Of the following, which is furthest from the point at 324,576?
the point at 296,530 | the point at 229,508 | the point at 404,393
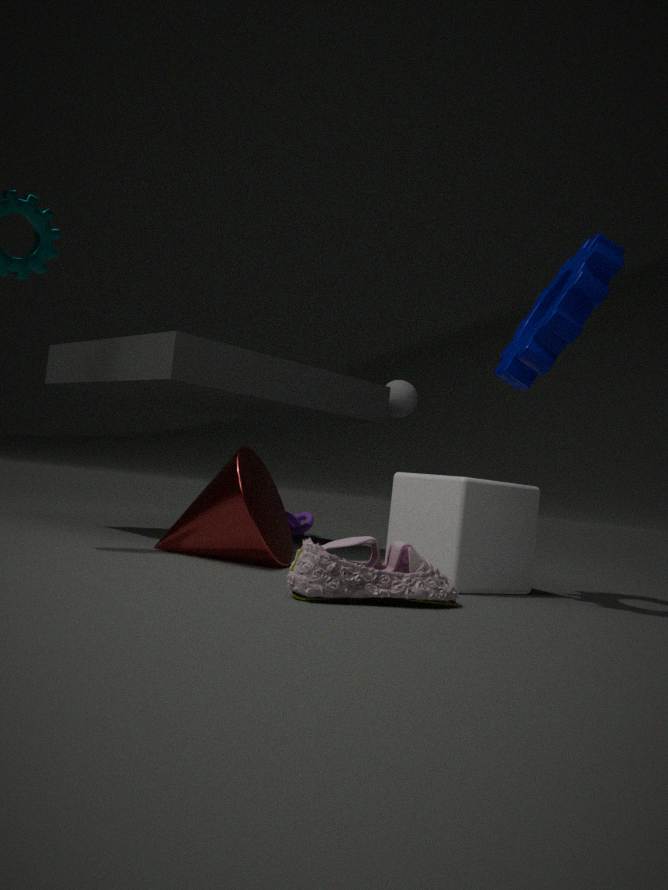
the point at 296,530
